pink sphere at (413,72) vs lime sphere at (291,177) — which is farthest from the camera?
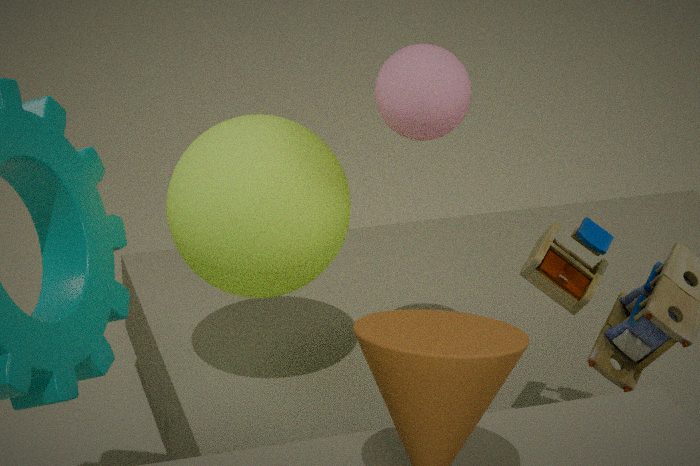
lime sphere at (291,177)
